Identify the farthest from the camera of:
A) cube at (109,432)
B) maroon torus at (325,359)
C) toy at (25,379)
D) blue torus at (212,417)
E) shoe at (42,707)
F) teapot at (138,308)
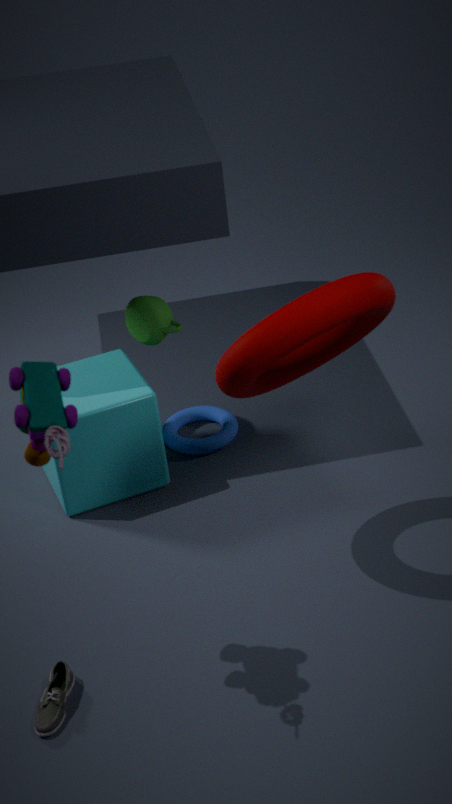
blue torus at (212,417)
